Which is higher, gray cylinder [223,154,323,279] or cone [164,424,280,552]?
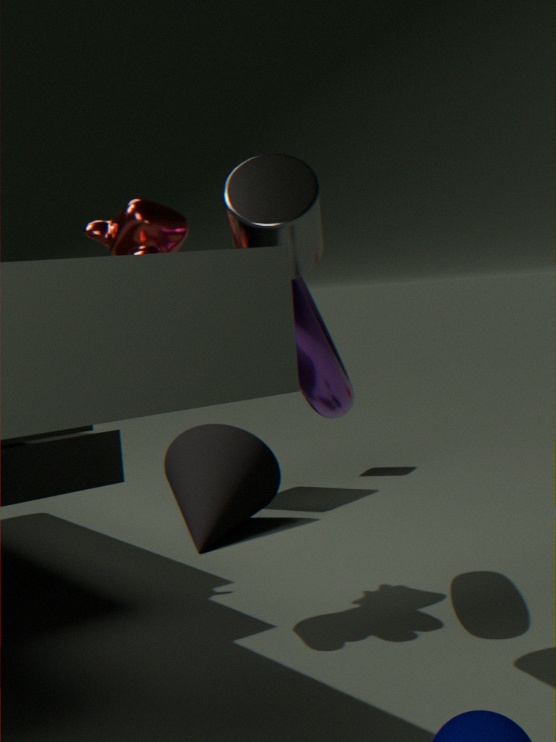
gray cylinder [223,154,323,279]
